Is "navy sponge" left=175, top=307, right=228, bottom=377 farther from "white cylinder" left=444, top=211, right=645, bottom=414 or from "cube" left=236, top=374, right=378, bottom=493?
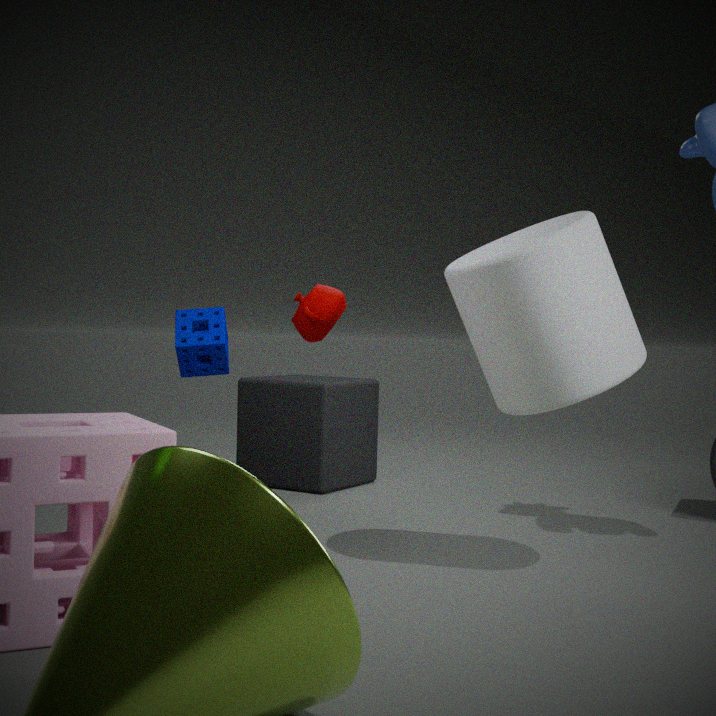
"white cylinder" left=444, top=211, right=645, bottom=414
